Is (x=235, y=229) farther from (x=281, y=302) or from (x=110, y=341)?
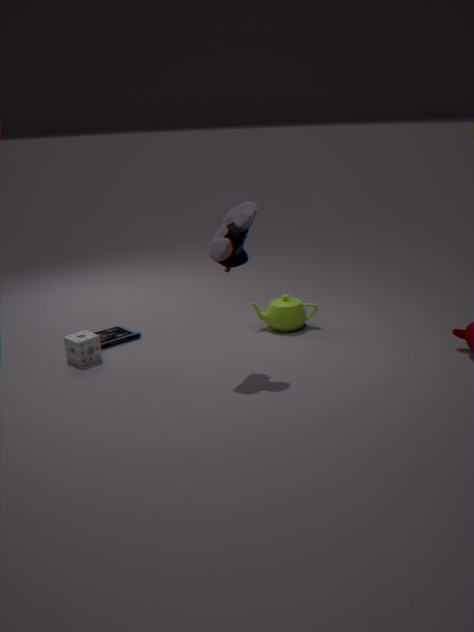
(x=110, y=341)
